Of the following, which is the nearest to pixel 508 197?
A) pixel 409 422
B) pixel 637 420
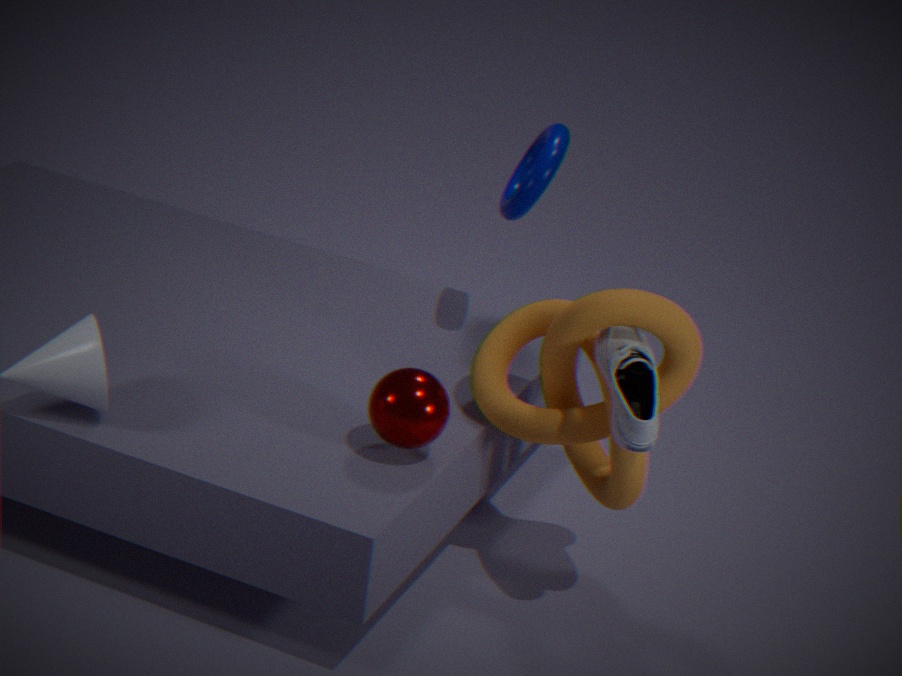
pixel 637 420
